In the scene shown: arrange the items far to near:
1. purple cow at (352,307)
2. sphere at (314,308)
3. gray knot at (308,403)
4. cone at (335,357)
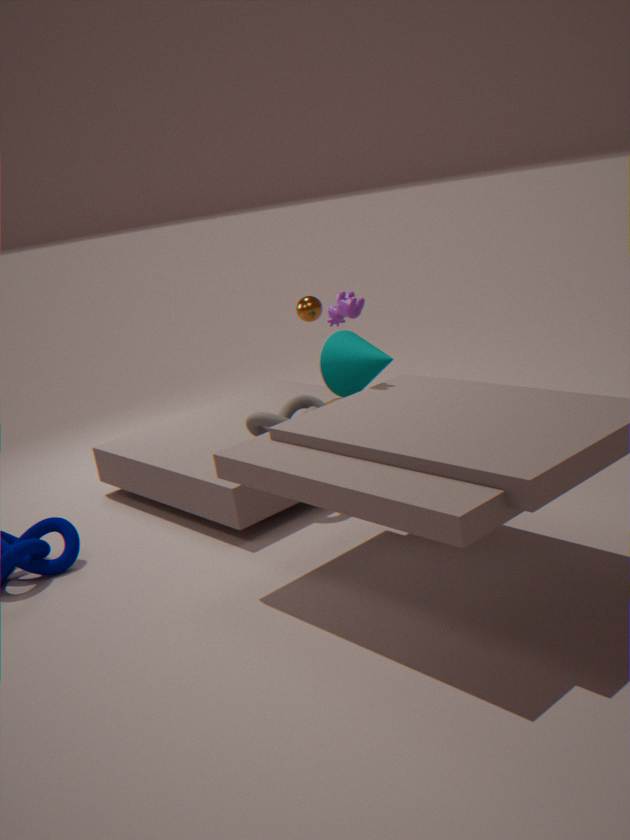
1. sphere at (314,308)
2. cone at (335,357)
3. gray knot at (308,403)
4. purple cow at (352,307)
